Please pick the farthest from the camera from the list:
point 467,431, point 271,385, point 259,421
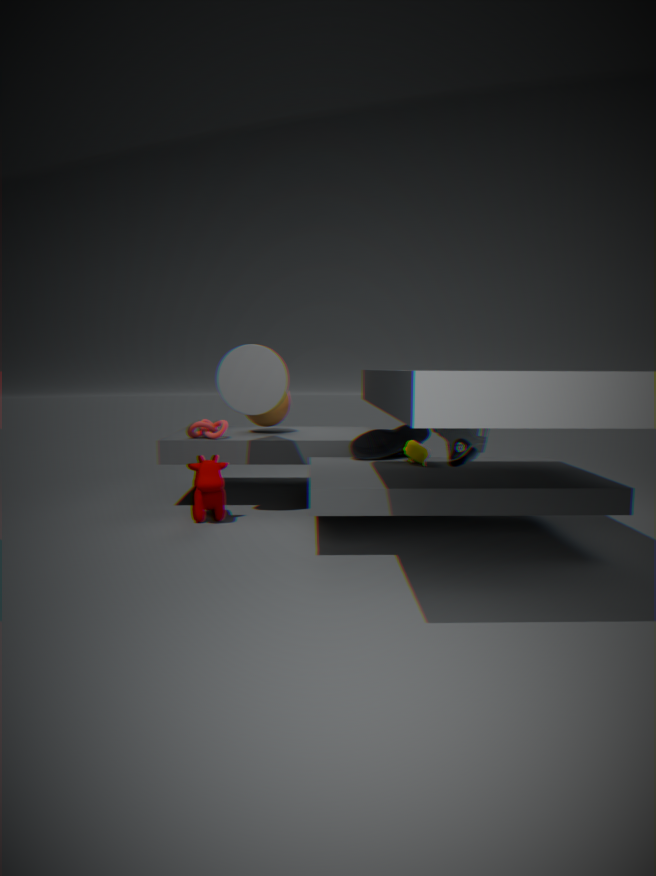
point 259,421
